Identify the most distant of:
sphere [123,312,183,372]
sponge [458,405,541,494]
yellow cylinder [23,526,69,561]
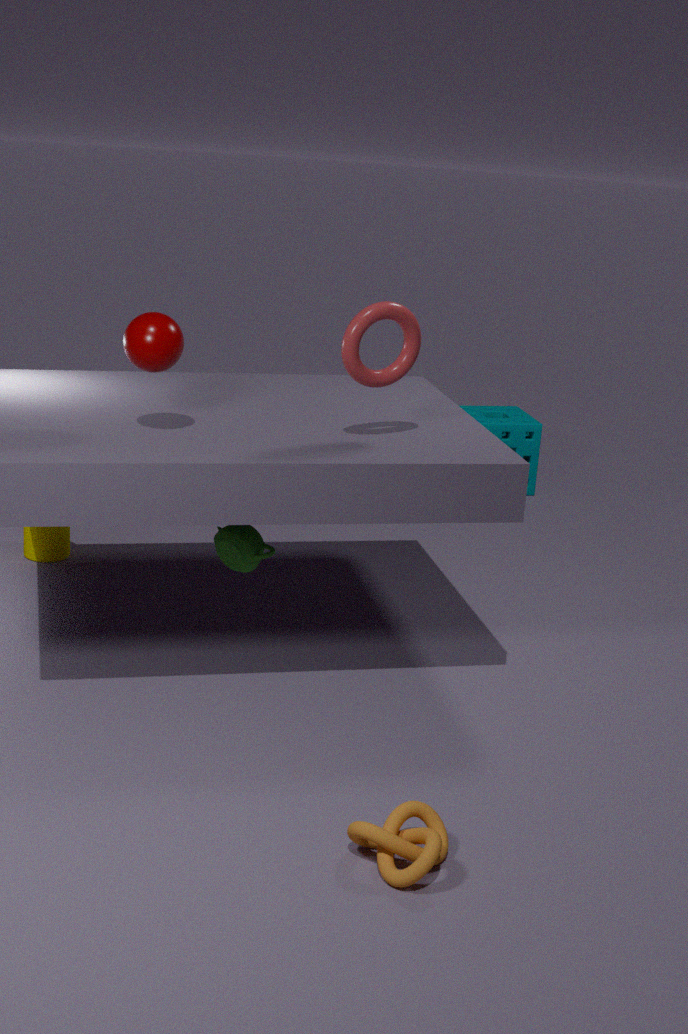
sponge [458,405,541,494]
